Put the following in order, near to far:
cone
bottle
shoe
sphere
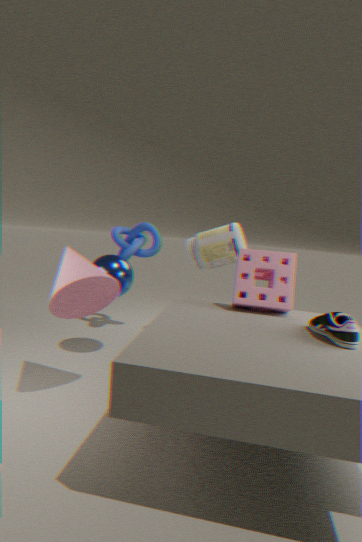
shoe, cone, sphere, bottle
